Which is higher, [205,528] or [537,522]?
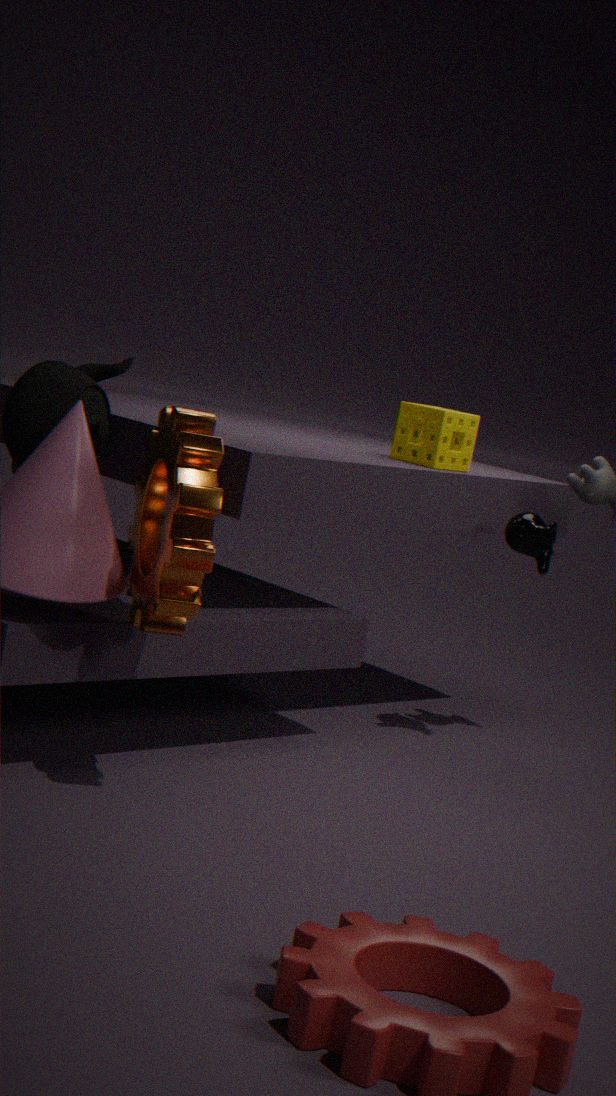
[537,522]
